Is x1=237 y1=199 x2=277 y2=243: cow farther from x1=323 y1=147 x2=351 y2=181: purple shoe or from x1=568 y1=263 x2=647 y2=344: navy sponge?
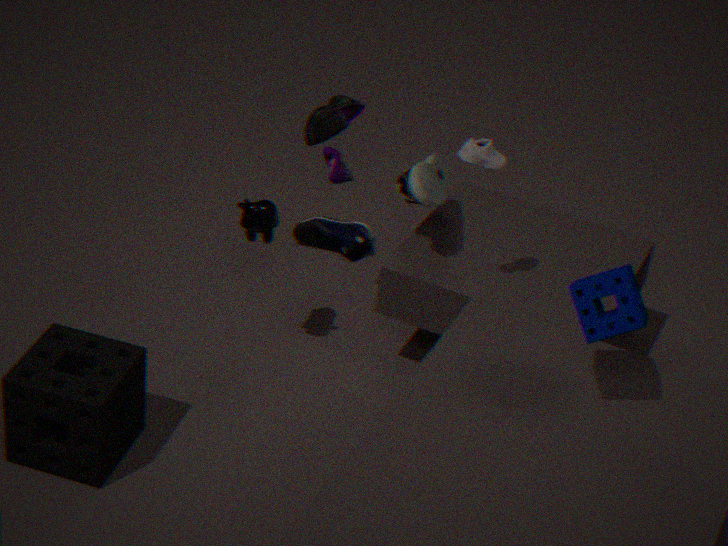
x1=323 y1=147 x2=351 y2=181: purple shoe
